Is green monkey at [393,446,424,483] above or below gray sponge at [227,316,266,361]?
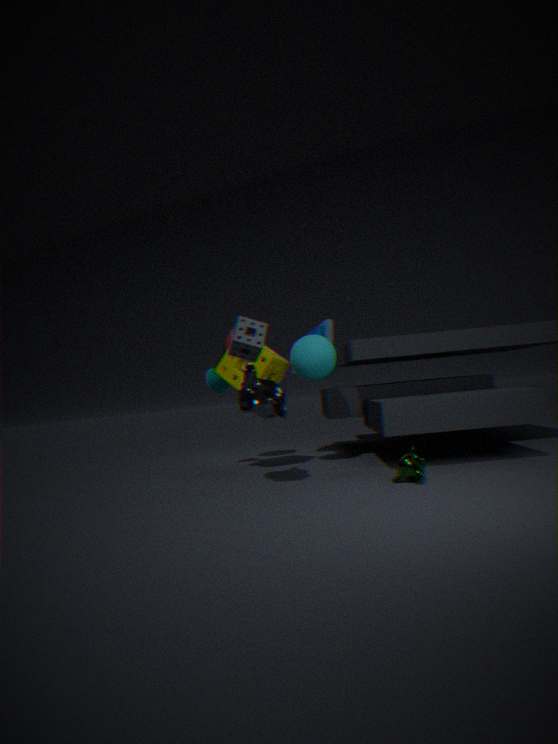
below
